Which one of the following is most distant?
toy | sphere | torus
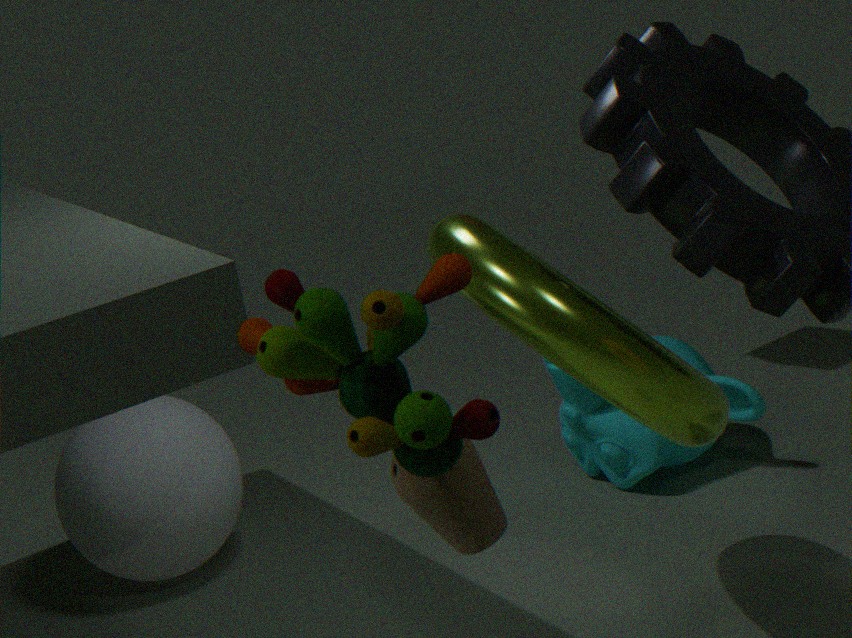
sphere
